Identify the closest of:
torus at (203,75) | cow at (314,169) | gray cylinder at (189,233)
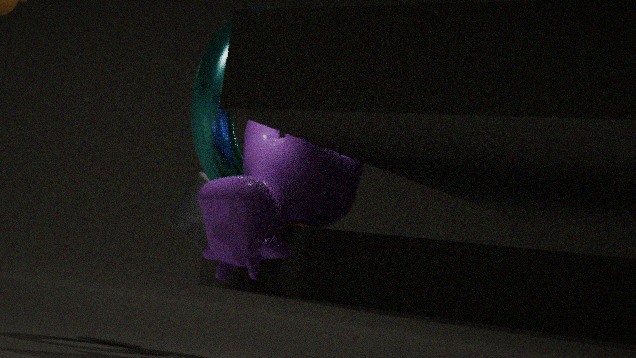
cow at (314,169)
